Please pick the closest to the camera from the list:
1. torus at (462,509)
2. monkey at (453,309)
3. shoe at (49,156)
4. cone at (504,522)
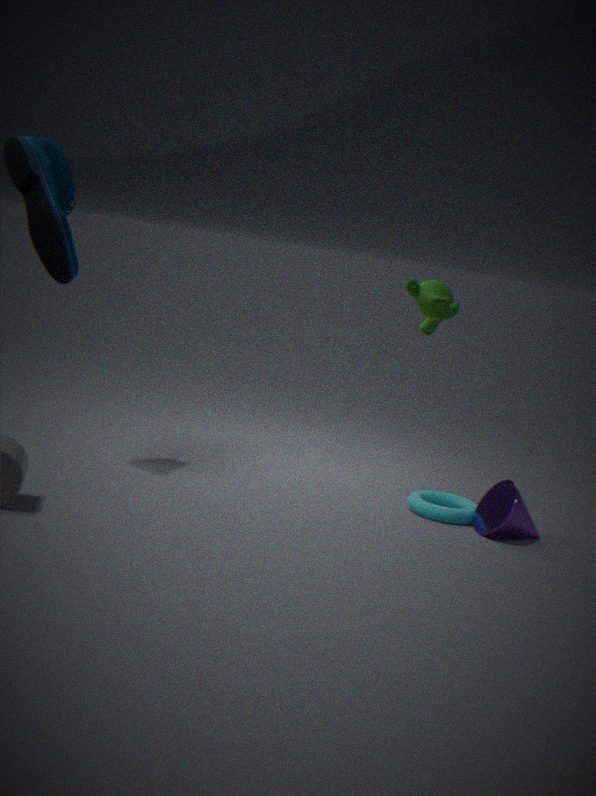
shoe at (49,156)
